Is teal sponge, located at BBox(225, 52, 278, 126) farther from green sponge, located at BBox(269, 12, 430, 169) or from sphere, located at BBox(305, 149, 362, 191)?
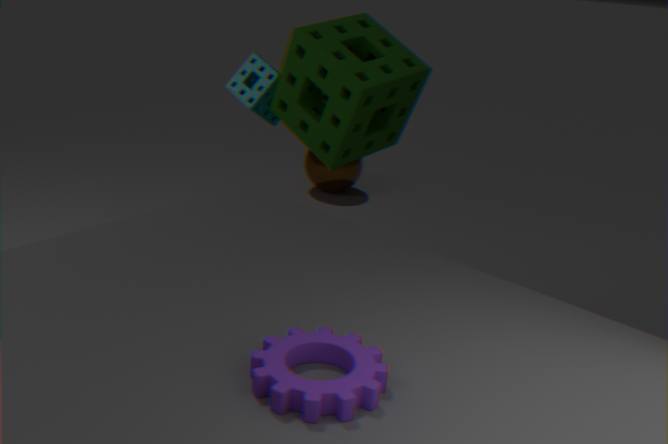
sphere, located at BBox(305, 149, 362, 191)
